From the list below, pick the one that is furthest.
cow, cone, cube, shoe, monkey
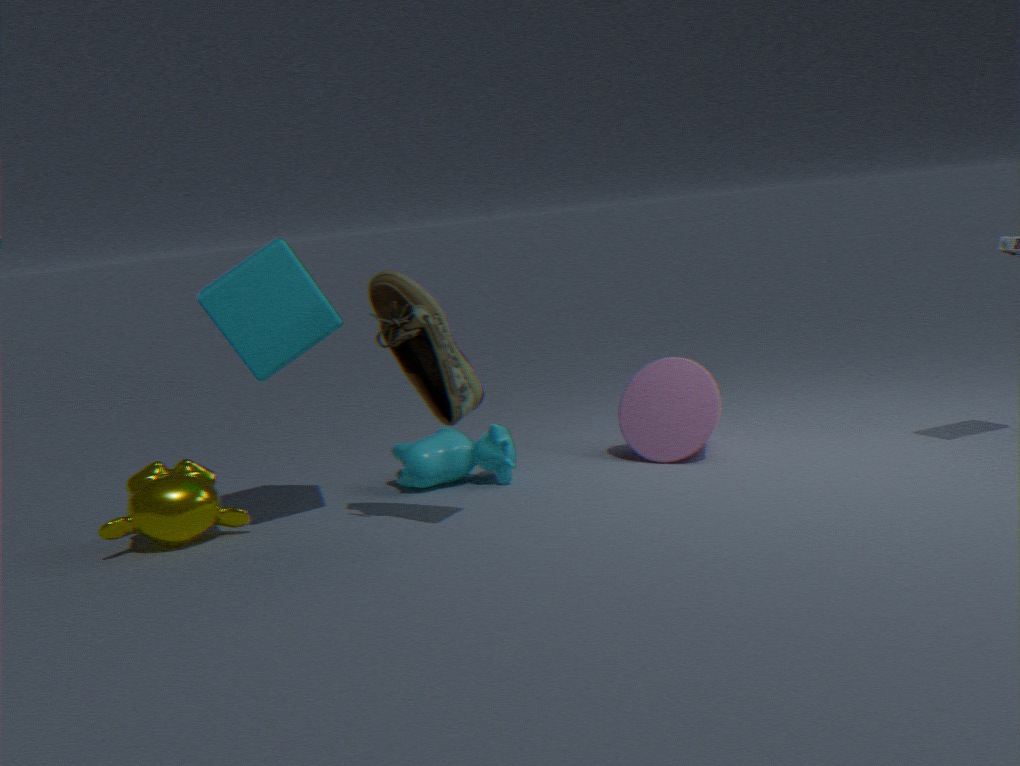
cone
